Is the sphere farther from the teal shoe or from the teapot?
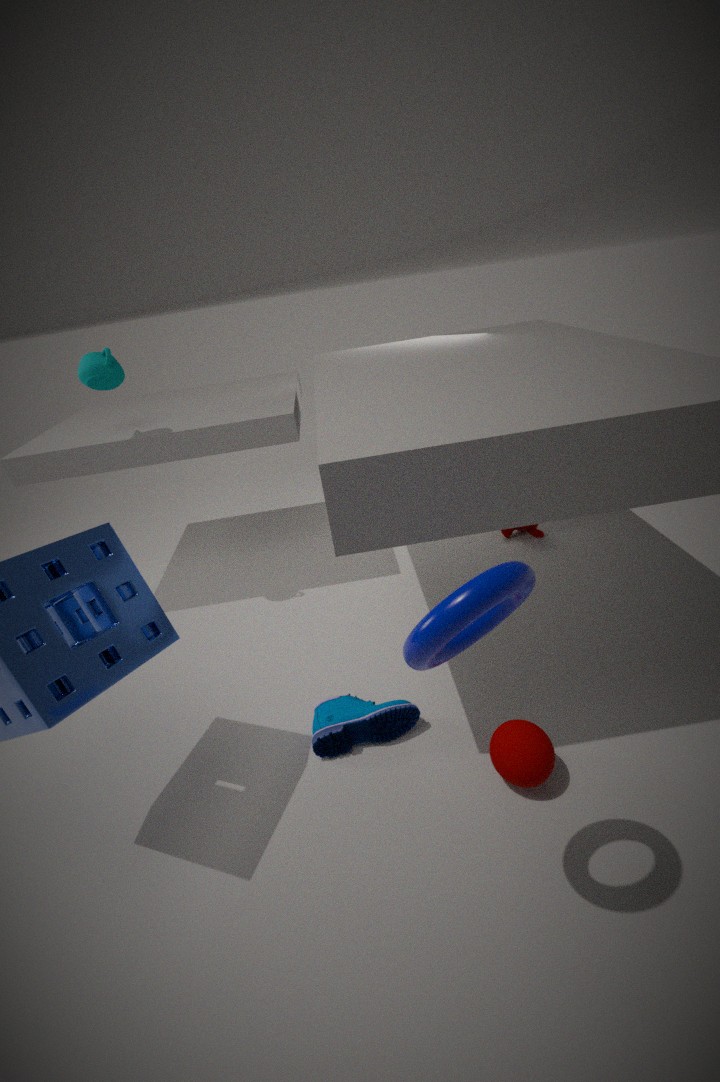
the teapot
